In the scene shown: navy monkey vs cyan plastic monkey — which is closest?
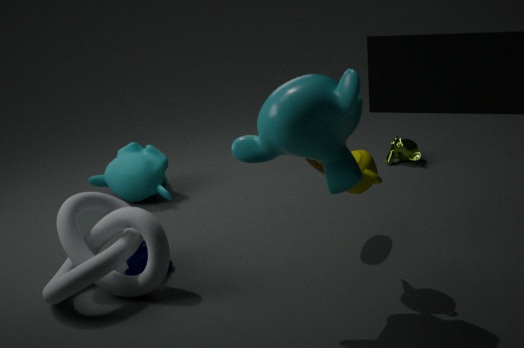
cyan plastic monkey
